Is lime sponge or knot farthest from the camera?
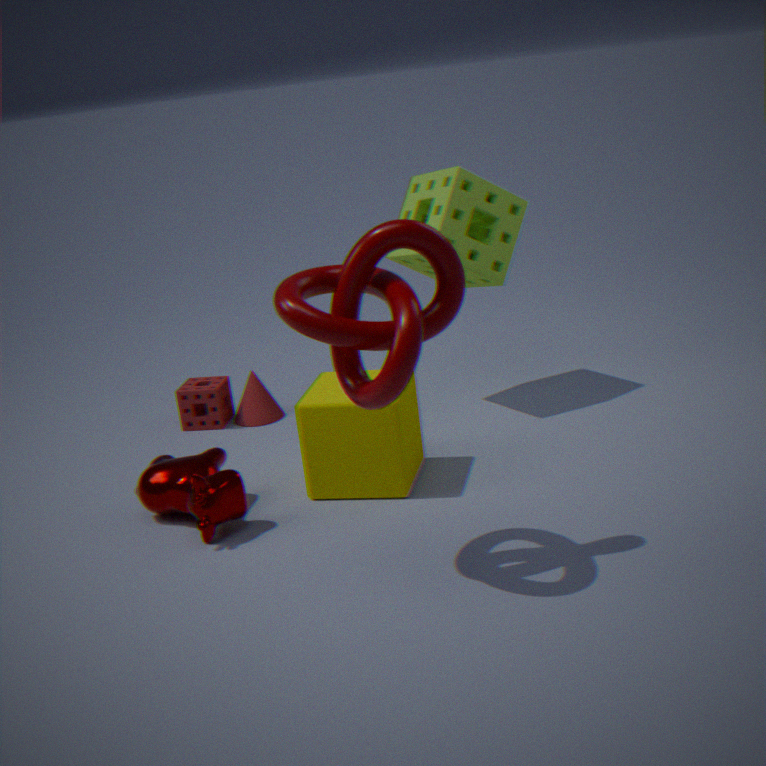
lime sponge
